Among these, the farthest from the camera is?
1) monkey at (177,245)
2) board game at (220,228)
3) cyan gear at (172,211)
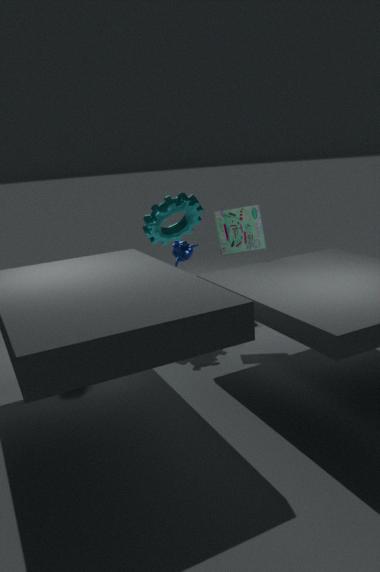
3. cyan gear at (172,211)
